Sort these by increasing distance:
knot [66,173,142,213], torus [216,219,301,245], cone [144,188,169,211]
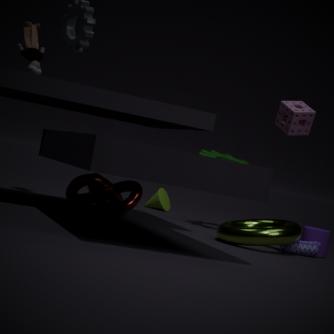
torus [216,219,301,245] < knot [66,173,142,213] < cone [144,188,169,211]
